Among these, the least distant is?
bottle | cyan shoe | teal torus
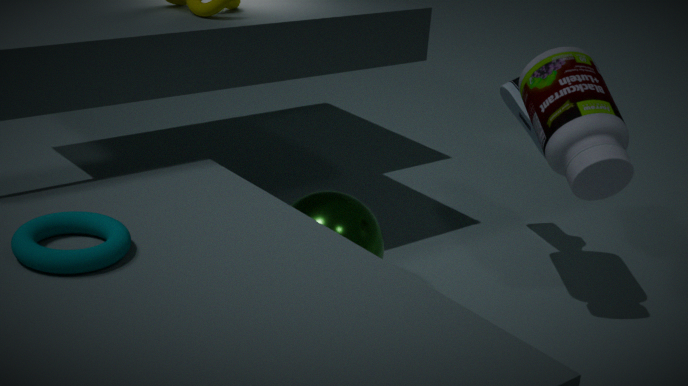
teal torus
